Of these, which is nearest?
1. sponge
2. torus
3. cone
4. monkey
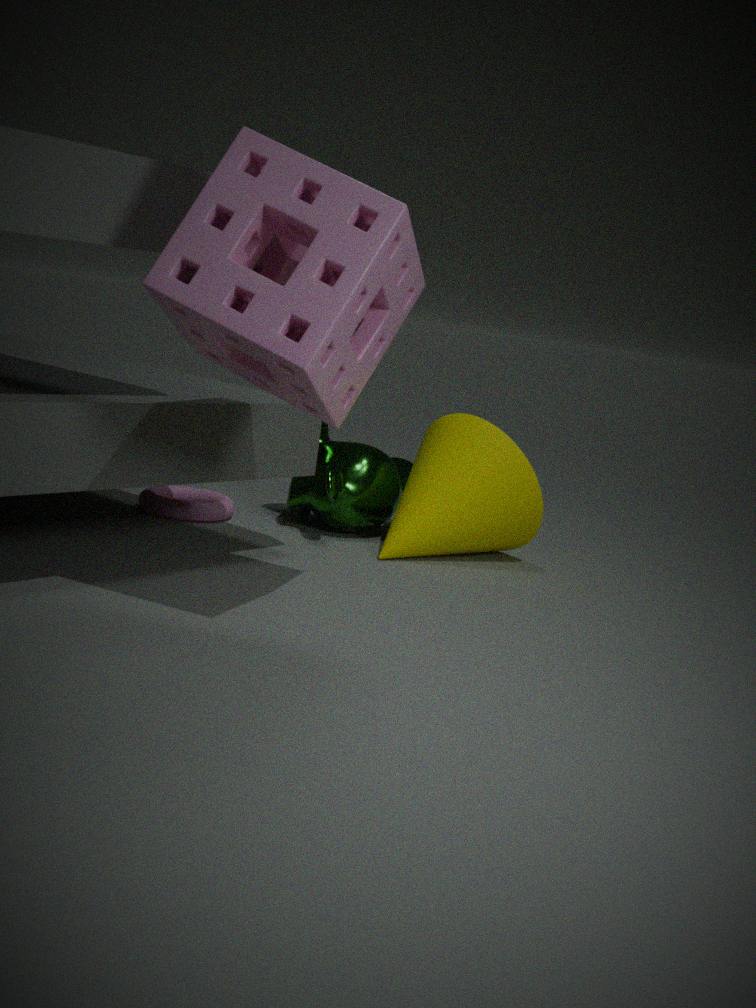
sponge
